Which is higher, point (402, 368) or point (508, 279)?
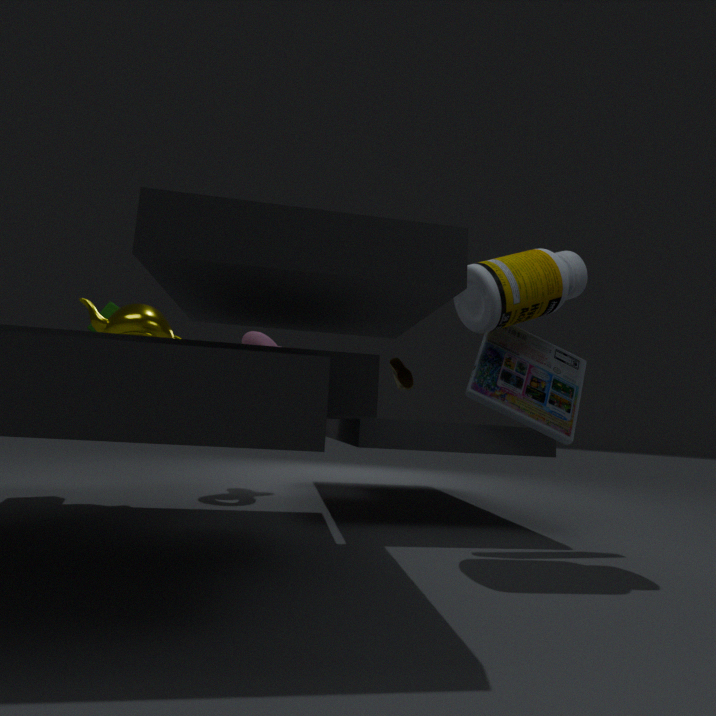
point (508, 279)
